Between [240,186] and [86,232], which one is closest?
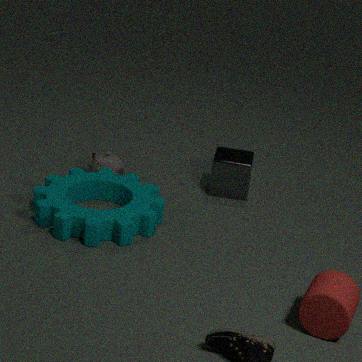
[86,232]
